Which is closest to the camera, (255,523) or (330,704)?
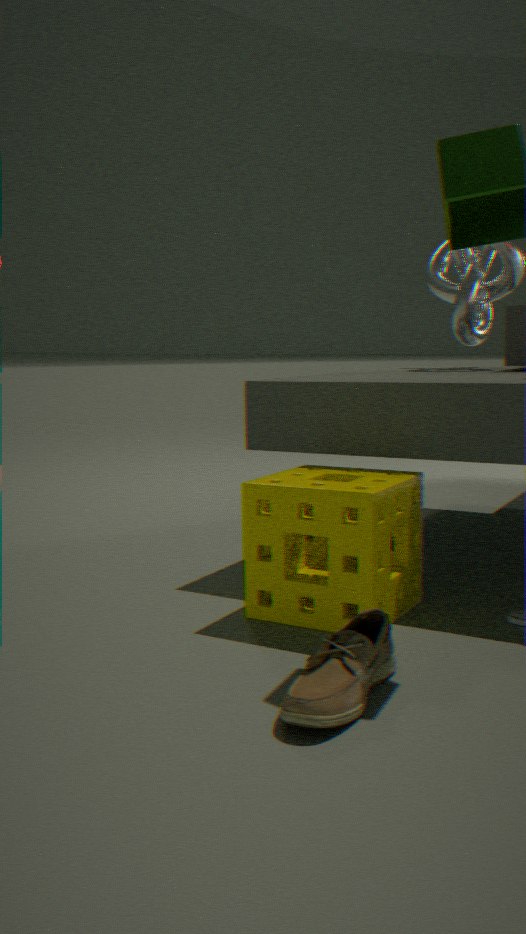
(330,704)
